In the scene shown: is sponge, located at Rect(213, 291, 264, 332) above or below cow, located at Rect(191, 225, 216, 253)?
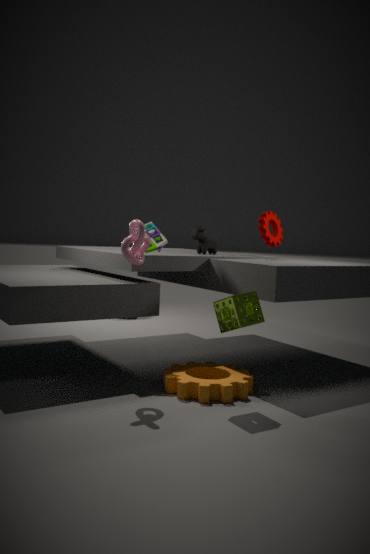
below
